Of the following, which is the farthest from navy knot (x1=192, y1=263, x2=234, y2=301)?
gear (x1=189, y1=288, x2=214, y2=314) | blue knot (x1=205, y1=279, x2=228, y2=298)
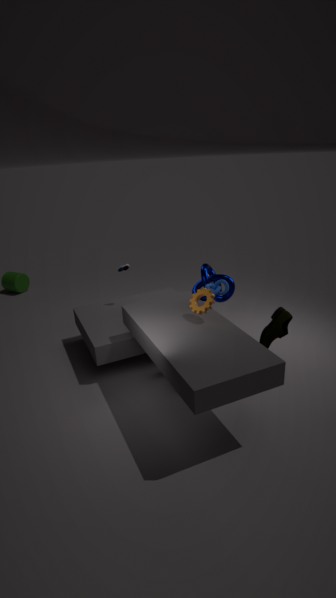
gear (x1=189, y1=288, x2=214, y2=314)
